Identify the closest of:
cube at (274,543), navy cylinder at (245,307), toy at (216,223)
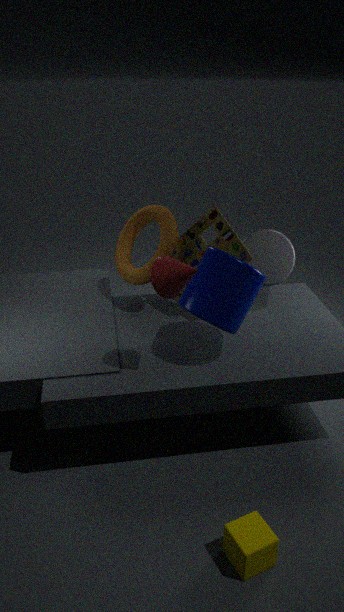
cube at (274,543)
